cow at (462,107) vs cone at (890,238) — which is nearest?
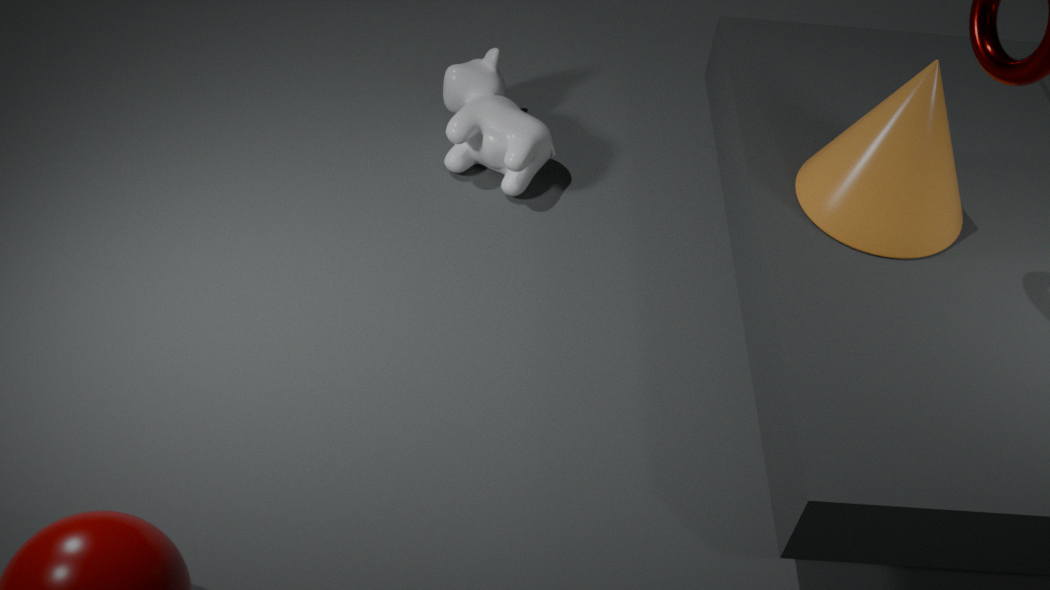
cone at (890,238)
